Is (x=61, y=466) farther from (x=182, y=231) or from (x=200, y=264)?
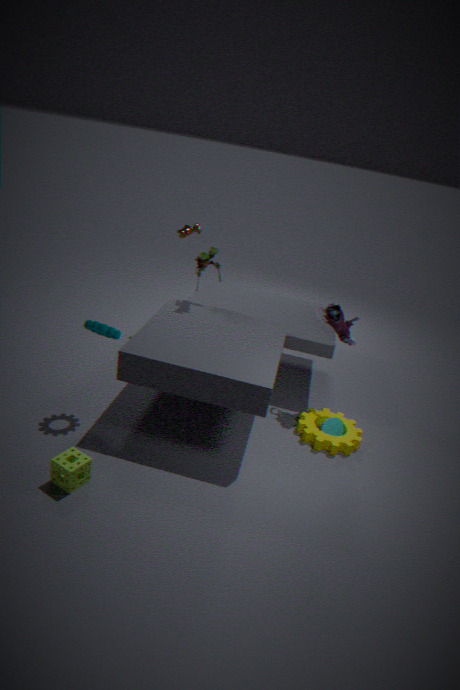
(x=182, y=231)
